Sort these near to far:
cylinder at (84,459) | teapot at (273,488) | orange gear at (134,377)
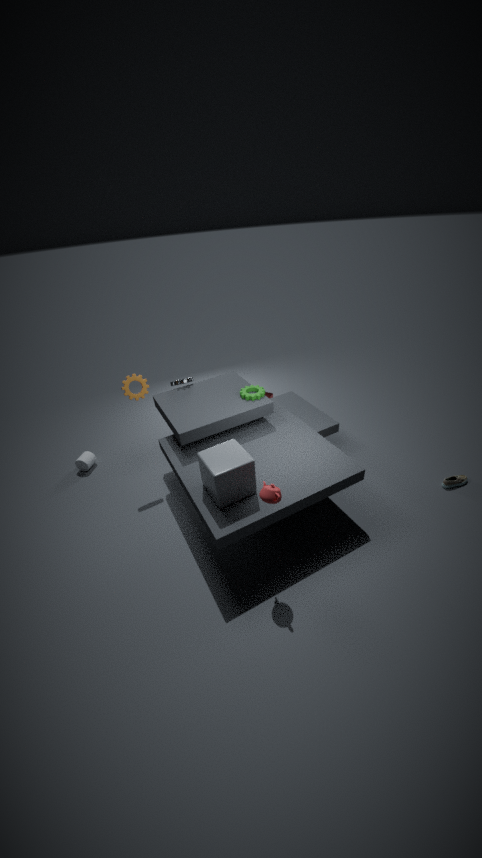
teapot at (273,488)
orange gear at (134,377)
cylinder at (84,459)
